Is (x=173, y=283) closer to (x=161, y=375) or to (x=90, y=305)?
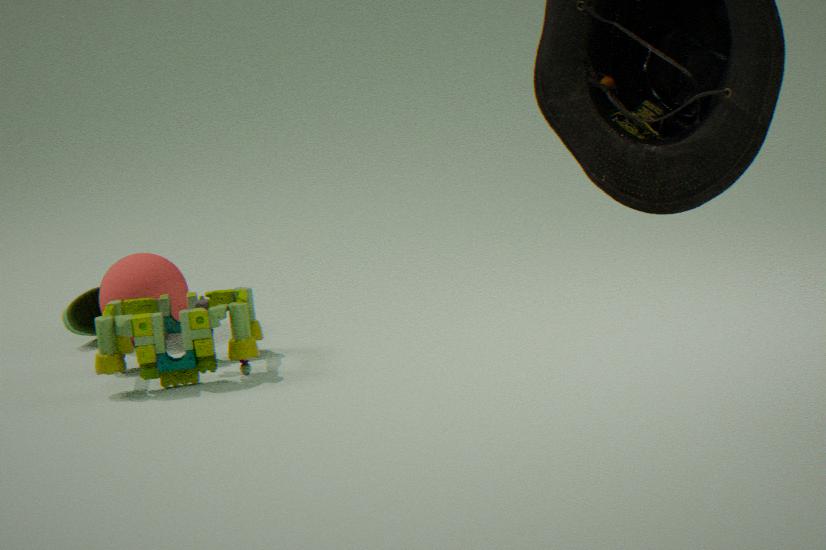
(x=90, y=305)
